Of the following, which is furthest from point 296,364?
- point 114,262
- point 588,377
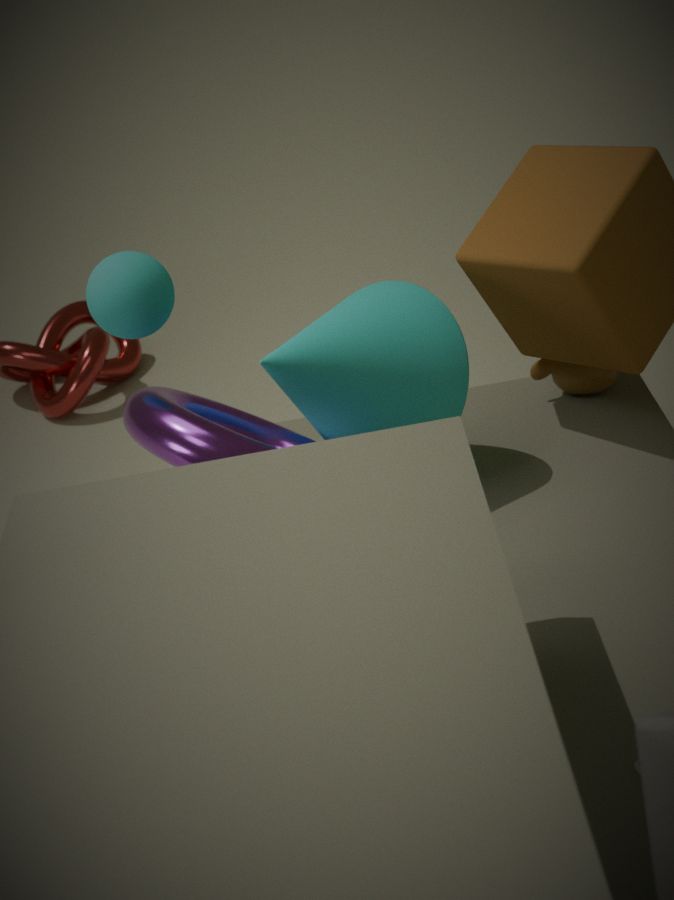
point 588,377
